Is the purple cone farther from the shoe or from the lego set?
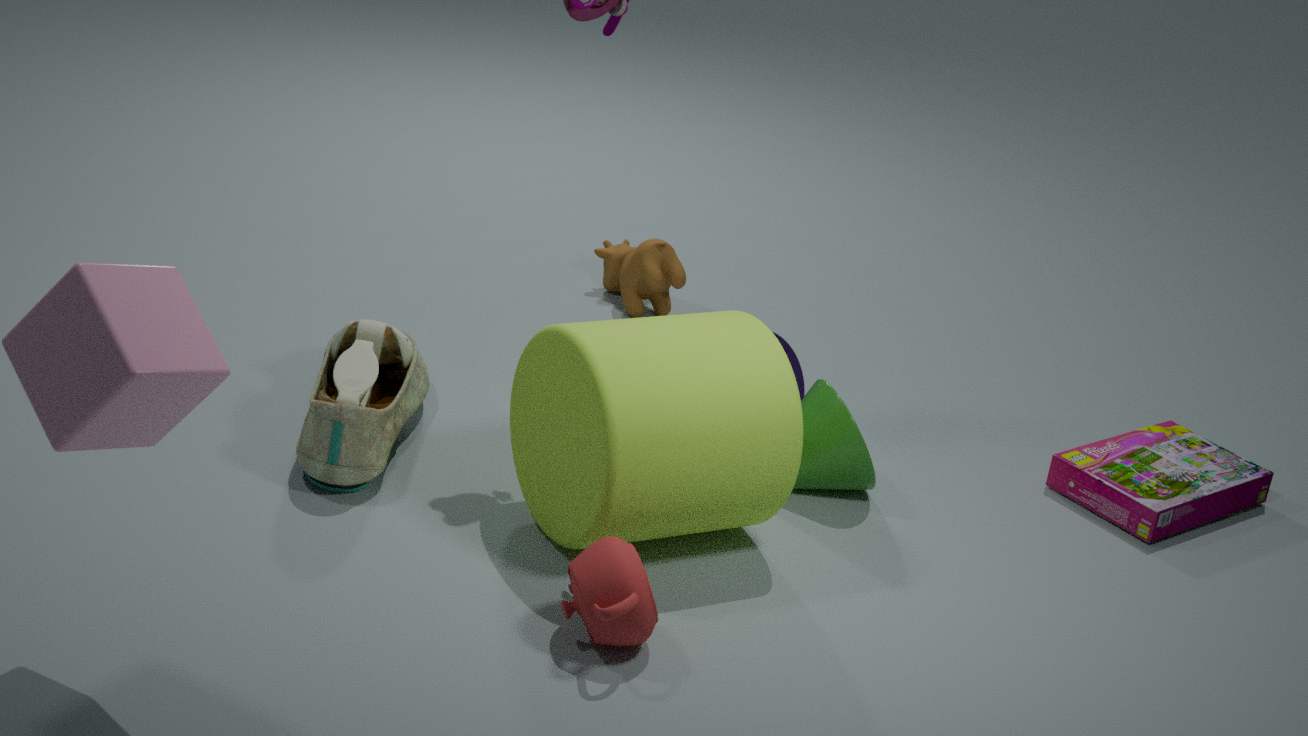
the shoe
